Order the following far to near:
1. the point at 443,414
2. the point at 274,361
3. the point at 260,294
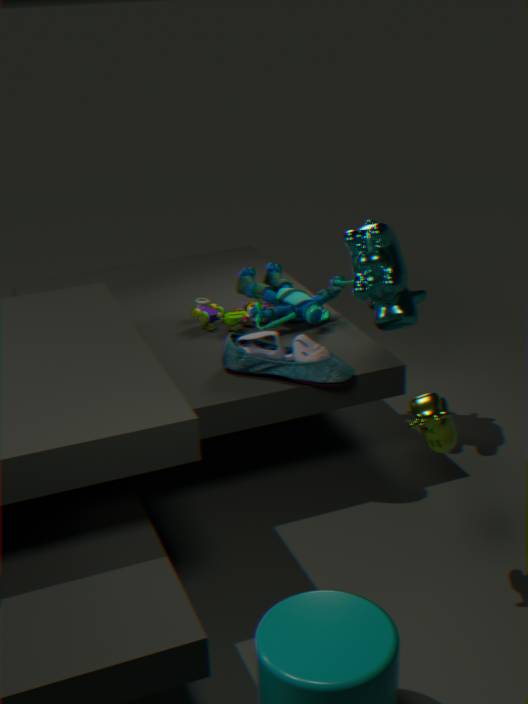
the point at 260,294 < the point at 274,361 < the point at 443,414
